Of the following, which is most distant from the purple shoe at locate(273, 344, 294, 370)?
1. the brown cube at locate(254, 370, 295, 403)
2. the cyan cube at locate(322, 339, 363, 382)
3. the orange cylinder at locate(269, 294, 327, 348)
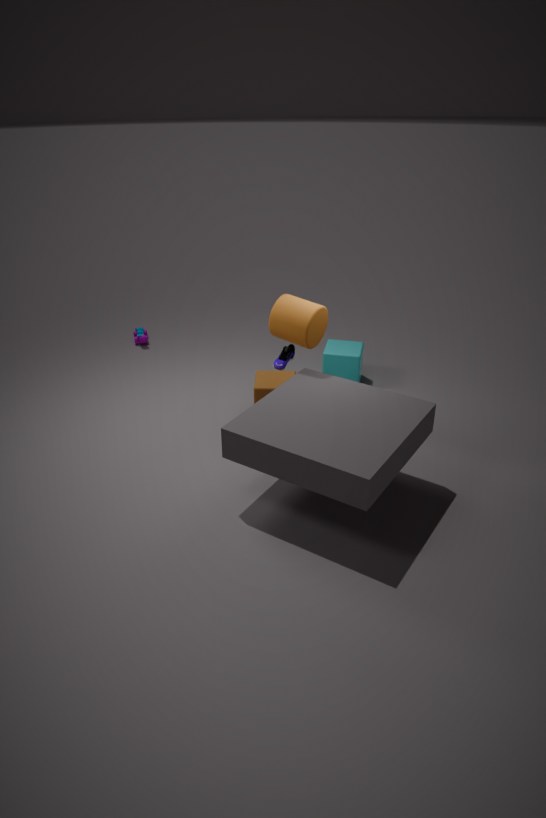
the orange cylinder at locate(269, 294, 327, 348)
